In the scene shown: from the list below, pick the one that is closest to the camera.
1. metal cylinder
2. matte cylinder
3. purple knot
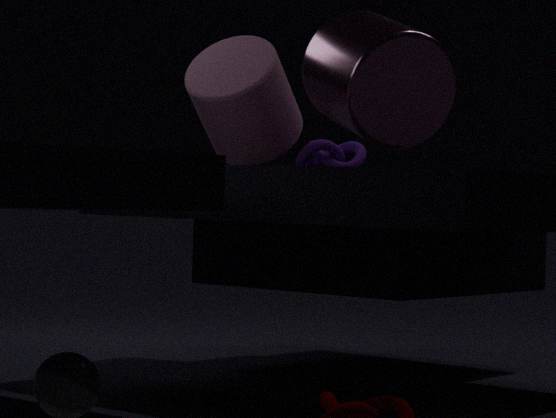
metal cylinder
